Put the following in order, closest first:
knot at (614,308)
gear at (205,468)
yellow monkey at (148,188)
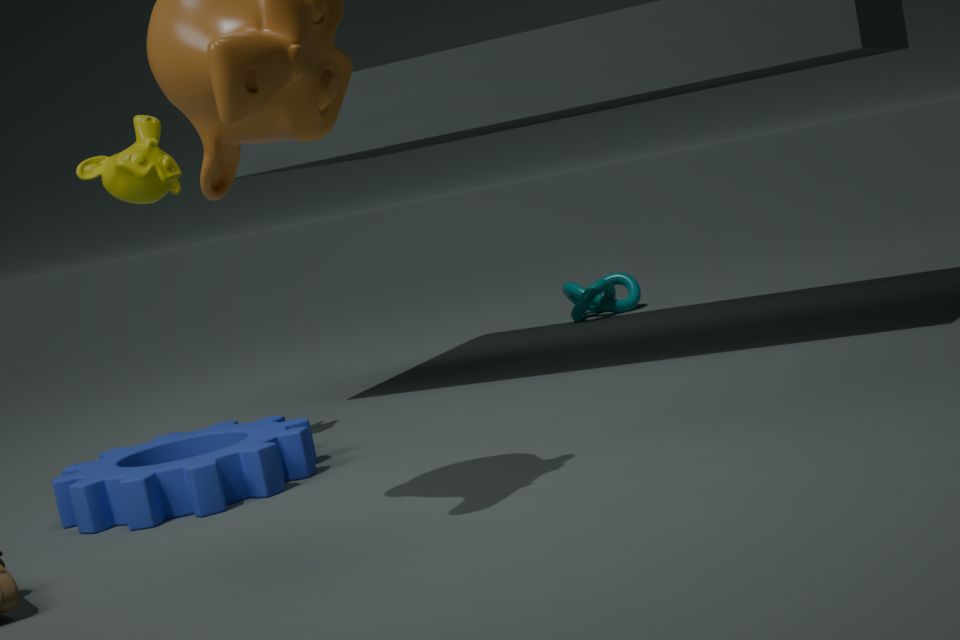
1. gear at (205,468)
2. yellow monkey at (148,188)
3. knot at (614,308)
